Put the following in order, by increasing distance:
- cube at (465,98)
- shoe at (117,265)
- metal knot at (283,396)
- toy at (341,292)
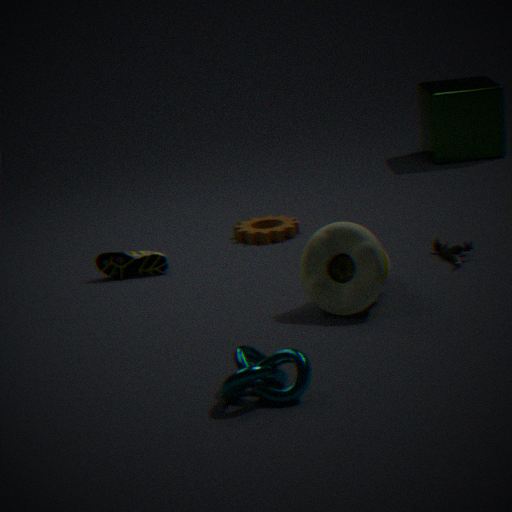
metal knot at (283,396), toy at (341,292), shoe at (117,265), cube at (465,98)
